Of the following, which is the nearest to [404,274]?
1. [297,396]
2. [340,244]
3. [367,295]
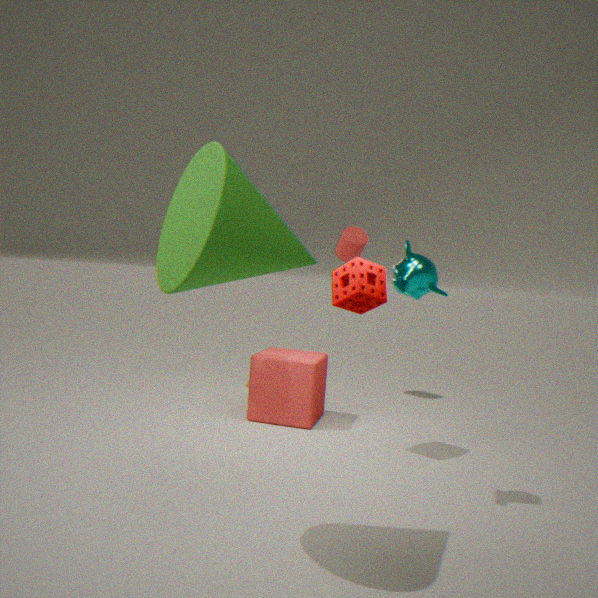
[367,295]
